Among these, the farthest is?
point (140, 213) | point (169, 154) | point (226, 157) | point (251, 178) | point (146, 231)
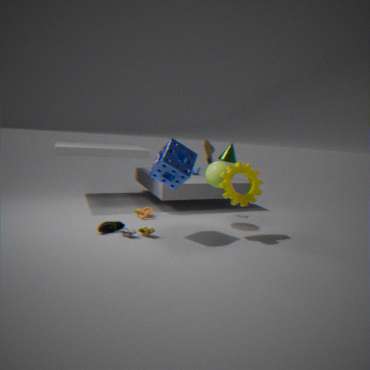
point (140, 213)
